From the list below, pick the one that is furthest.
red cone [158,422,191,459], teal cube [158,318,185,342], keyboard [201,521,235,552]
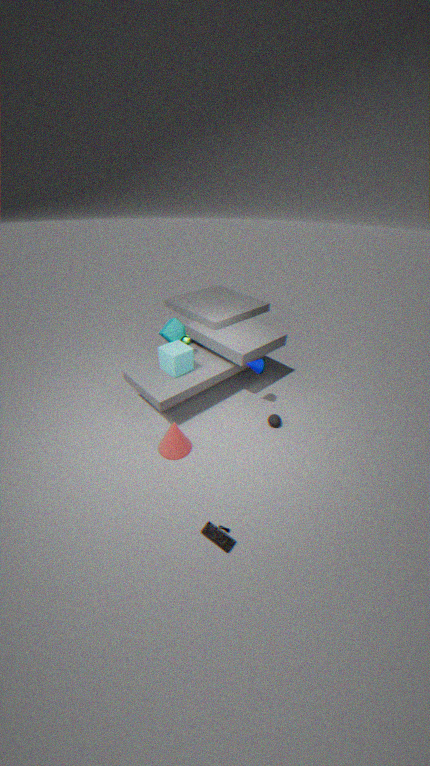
teal cube [158,318,185,342]
